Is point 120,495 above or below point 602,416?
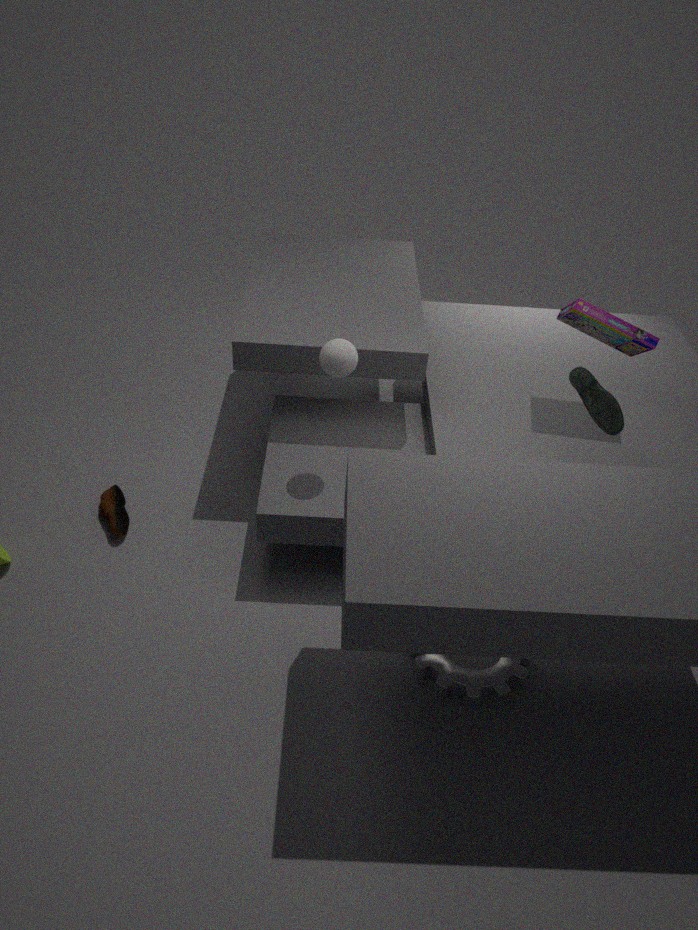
below
